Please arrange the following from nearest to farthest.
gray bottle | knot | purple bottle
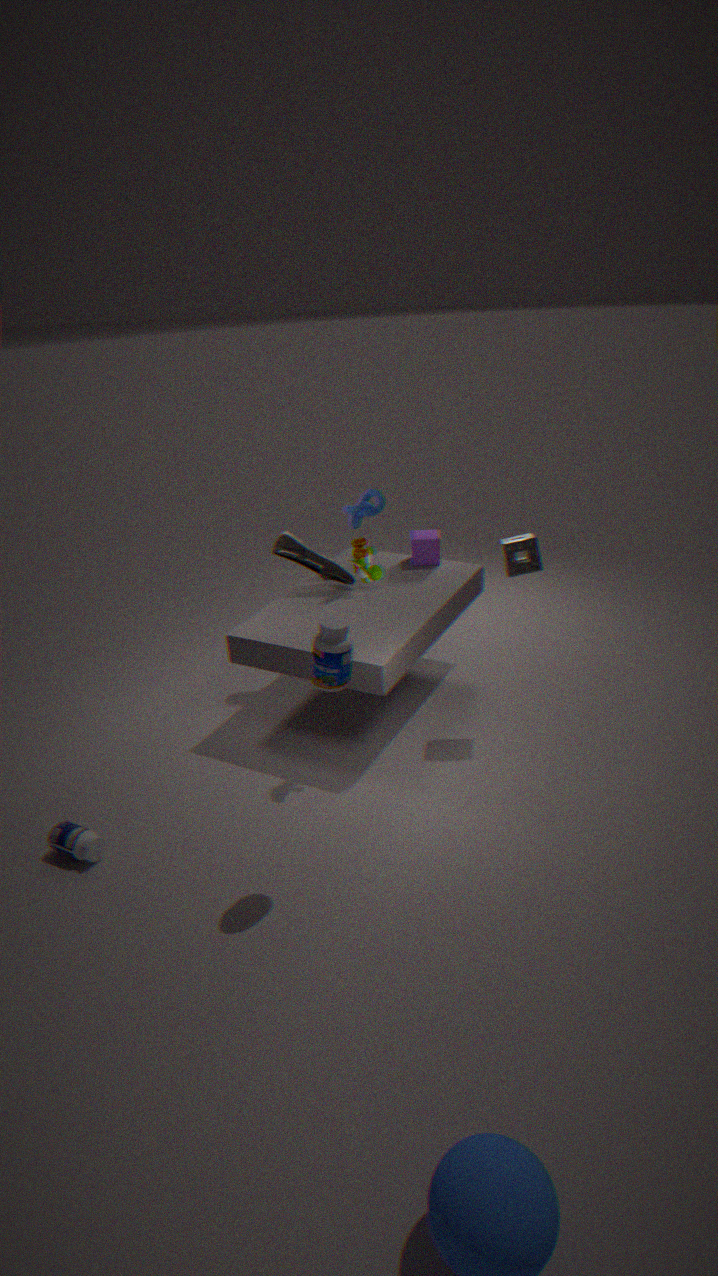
purple bottle, gray bottle, knot
